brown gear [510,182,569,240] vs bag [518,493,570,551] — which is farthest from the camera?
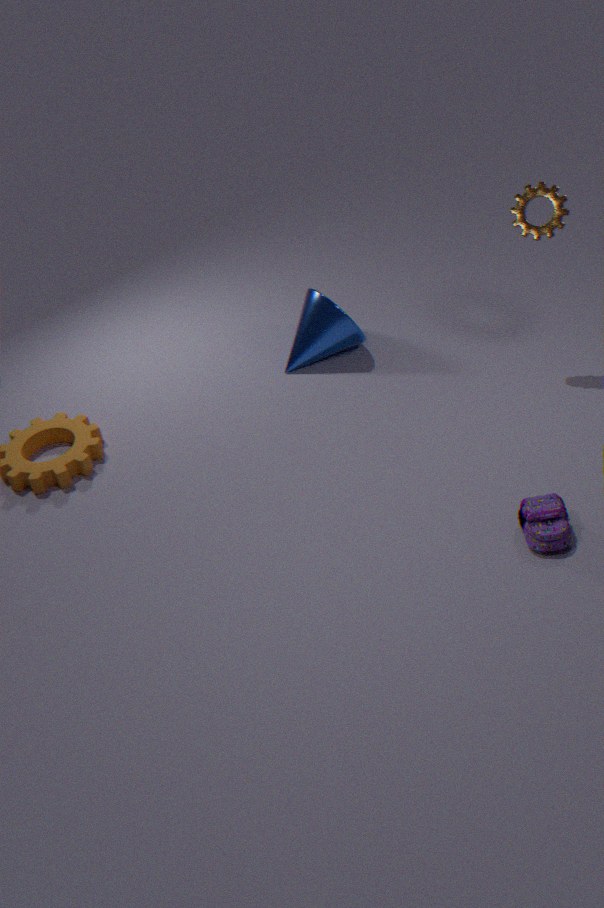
brown gear [510,182,569,240]
